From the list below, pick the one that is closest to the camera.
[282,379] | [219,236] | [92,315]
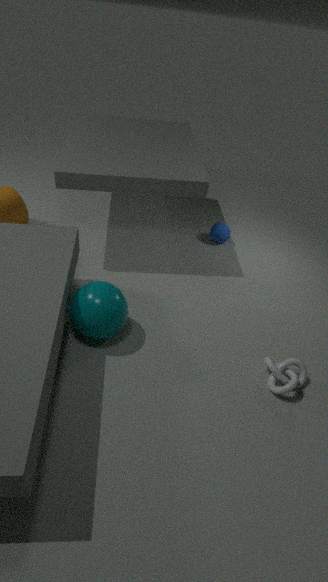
[92,315]
